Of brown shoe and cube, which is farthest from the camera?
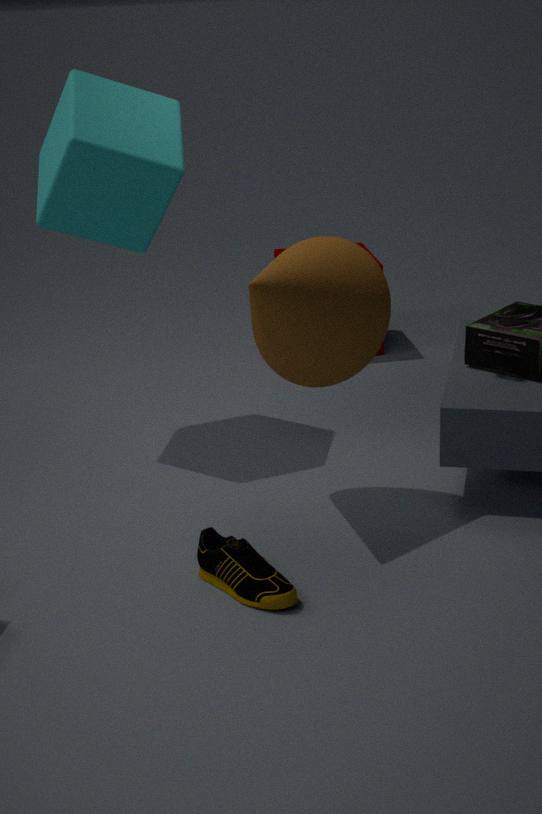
cube
